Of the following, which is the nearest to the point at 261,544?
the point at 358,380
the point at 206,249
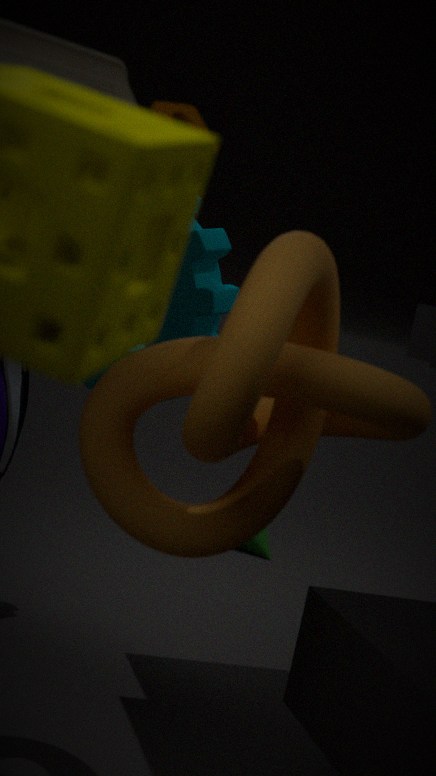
the point at 206,249
